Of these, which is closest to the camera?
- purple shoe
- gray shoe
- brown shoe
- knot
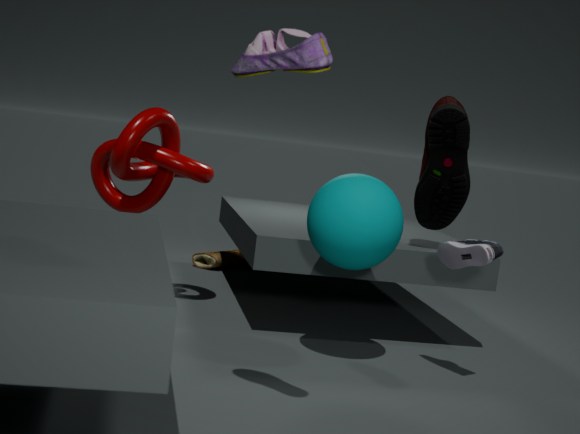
purple shoe
